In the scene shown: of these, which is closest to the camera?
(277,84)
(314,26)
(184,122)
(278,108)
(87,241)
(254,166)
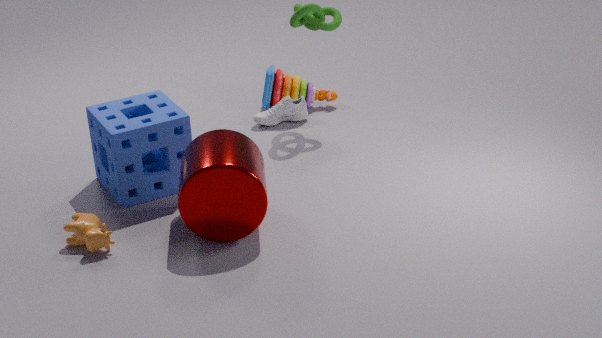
(87,241)
